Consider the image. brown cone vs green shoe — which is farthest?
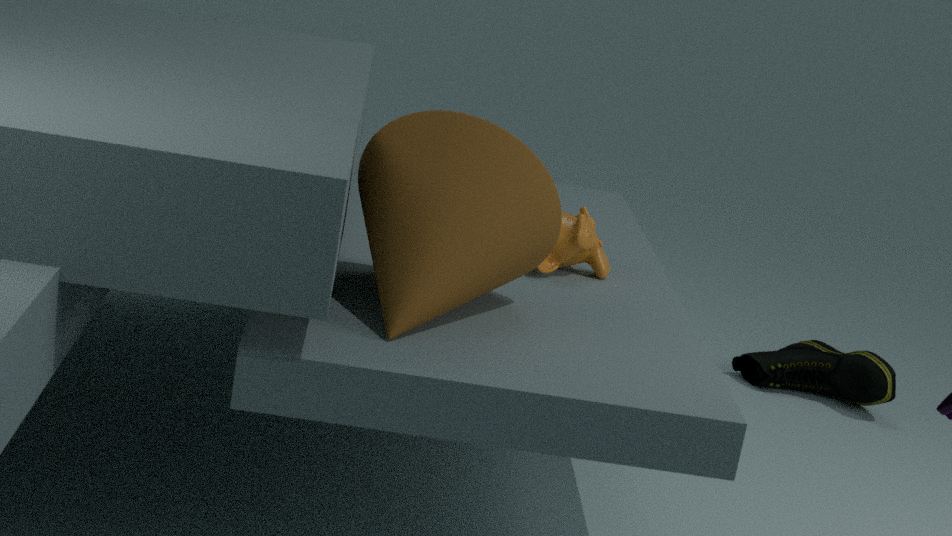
green shoe
